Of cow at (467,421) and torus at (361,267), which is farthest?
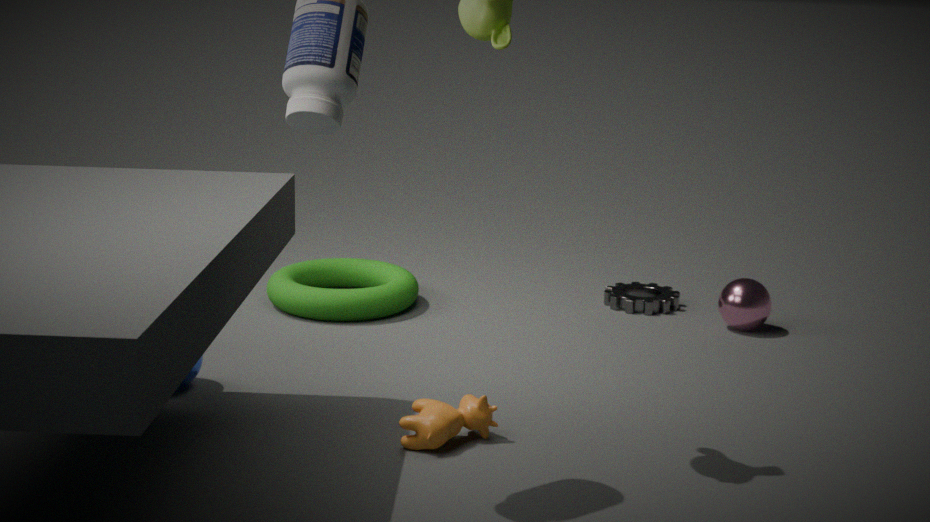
torus at (361,267)
